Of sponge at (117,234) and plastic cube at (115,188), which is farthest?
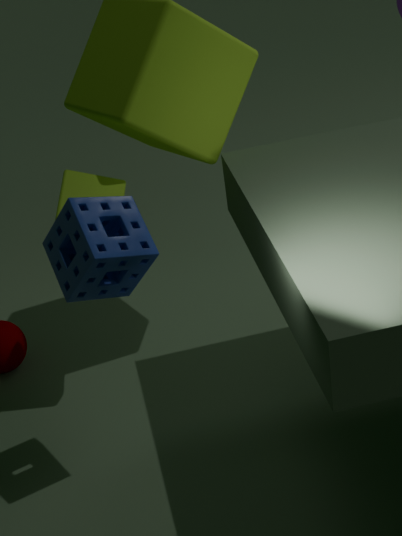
plastic cube at (115,188)
